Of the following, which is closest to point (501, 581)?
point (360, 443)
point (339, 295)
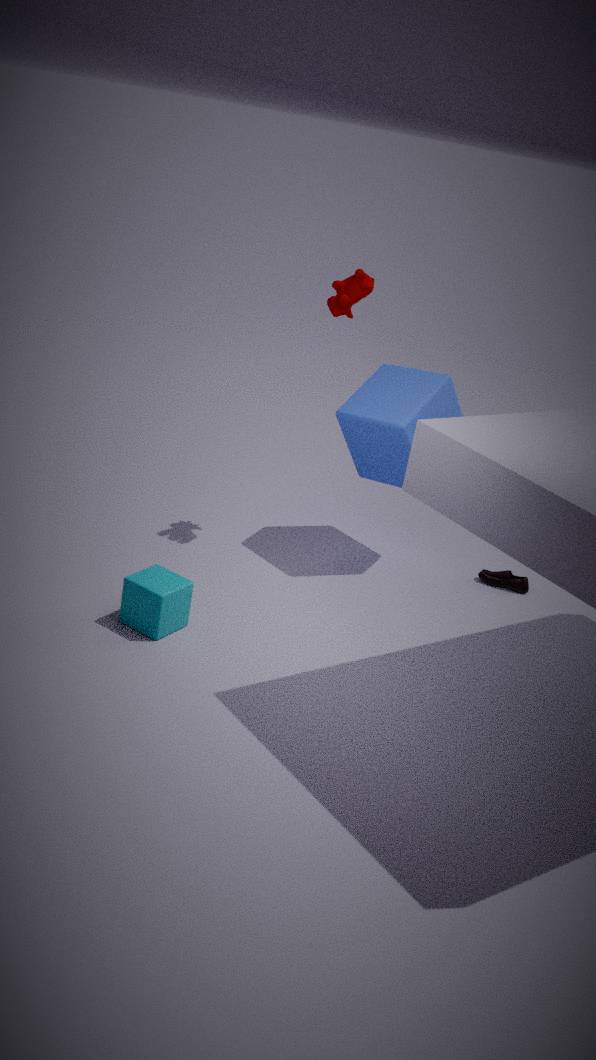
point (360, 443)
